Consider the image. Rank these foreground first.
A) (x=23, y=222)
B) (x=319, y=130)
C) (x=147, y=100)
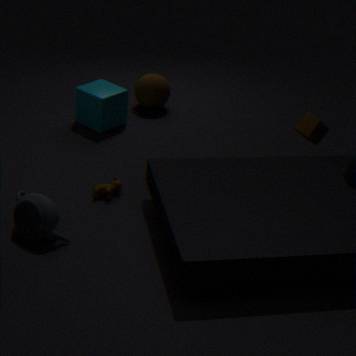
(x=23, y=222) → (x=319, y=130) → (x=147, y=100)
